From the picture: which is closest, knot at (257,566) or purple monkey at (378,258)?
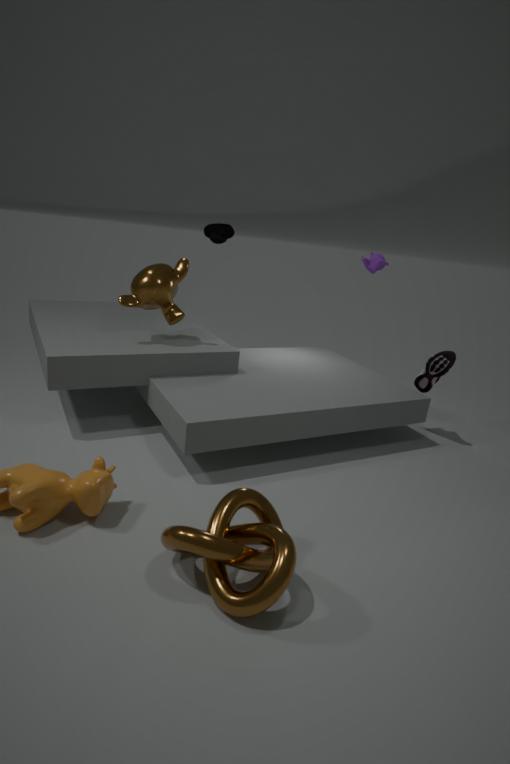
knot at (257,566)
